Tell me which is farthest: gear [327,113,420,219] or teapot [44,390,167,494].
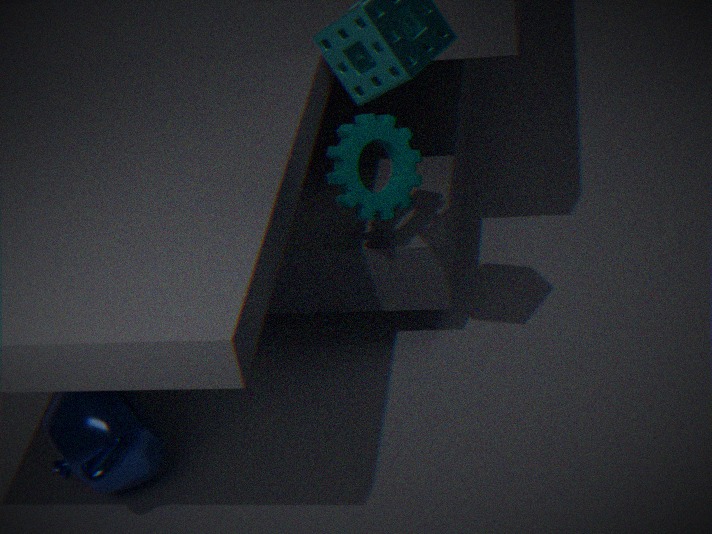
gear [327,113,420,219]
